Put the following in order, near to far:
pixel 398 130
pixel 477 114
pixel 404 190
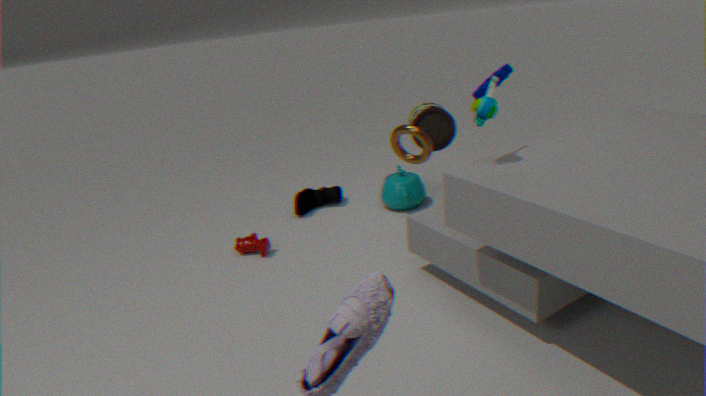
1. pixel 477 114
2. pixel 398 130
3. pixel 404 190
